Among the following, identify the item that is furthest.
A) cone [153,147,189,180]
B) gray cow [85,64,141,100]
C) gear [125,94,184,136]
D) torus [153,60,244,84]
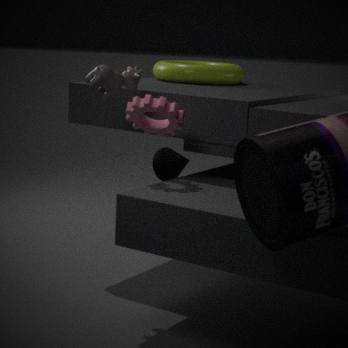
cone [153,147,189,180]
